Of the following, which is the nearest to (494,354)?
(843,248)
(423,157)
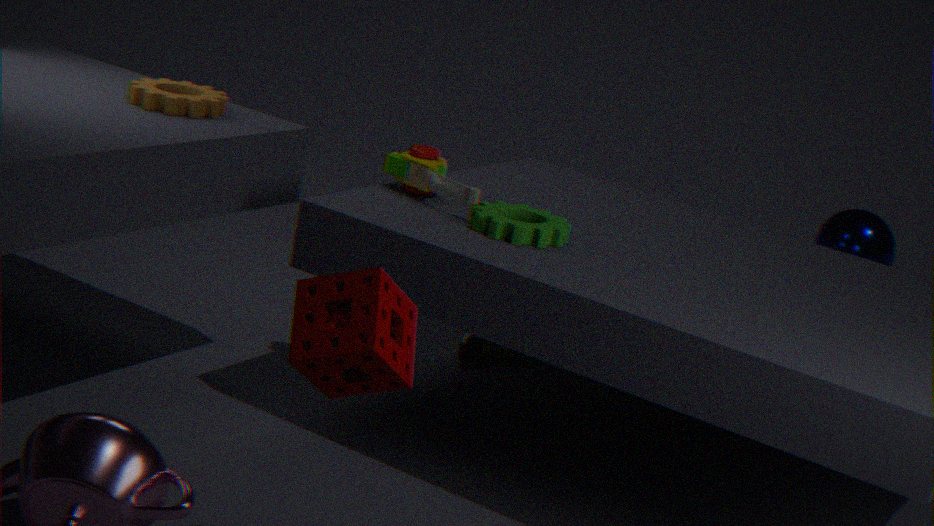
(423,157)
